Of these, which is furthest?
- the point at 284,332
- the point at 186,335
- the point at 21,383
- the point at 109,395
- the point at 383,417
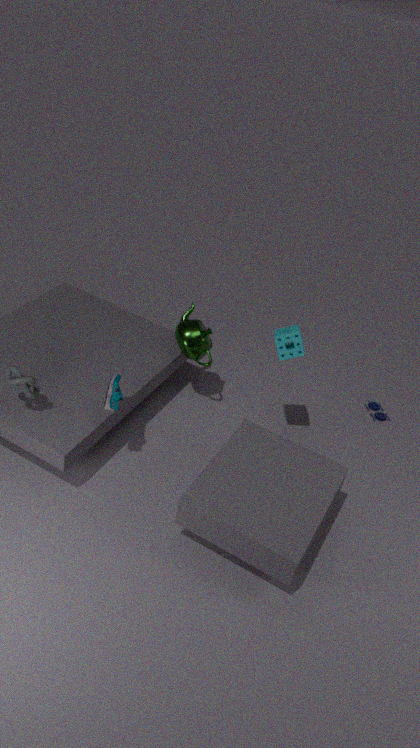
the point at 383,417
